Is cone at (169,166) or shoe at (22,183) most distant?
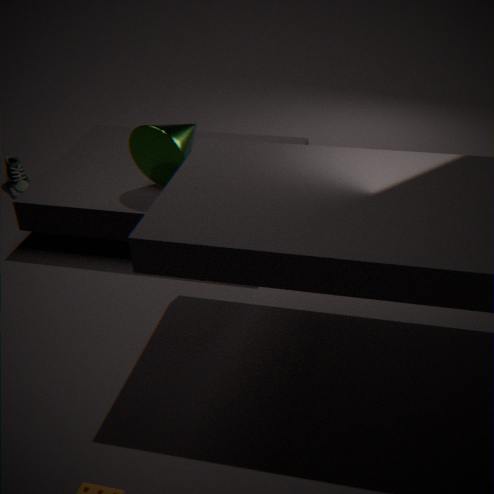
shoe at (22,183)
